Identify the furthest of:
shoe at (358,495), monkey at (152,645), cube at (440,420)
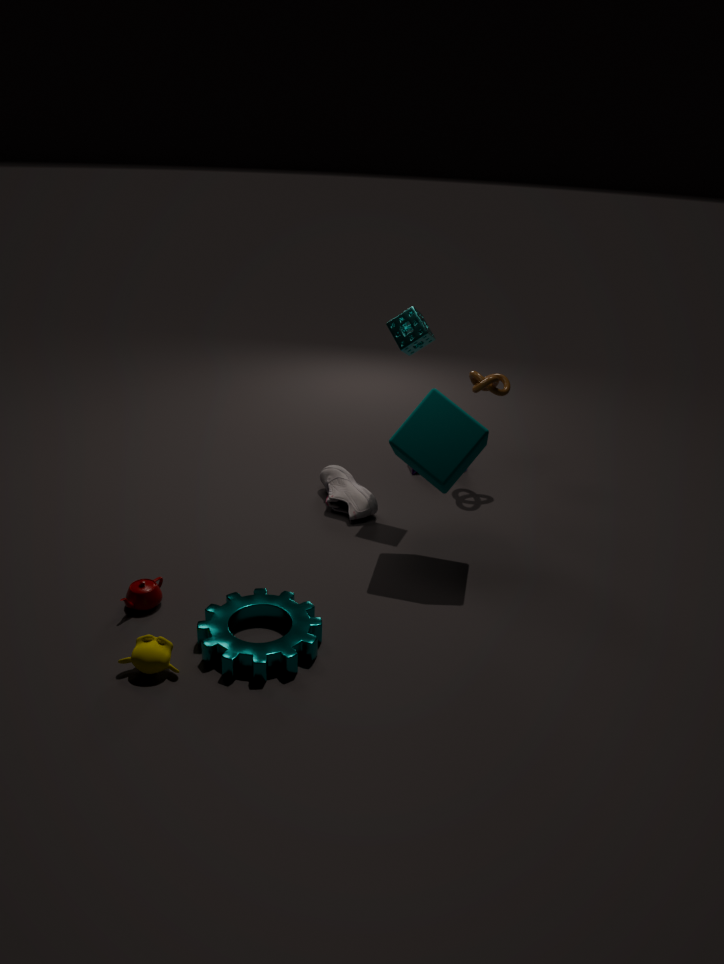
shoe at (358,495)
